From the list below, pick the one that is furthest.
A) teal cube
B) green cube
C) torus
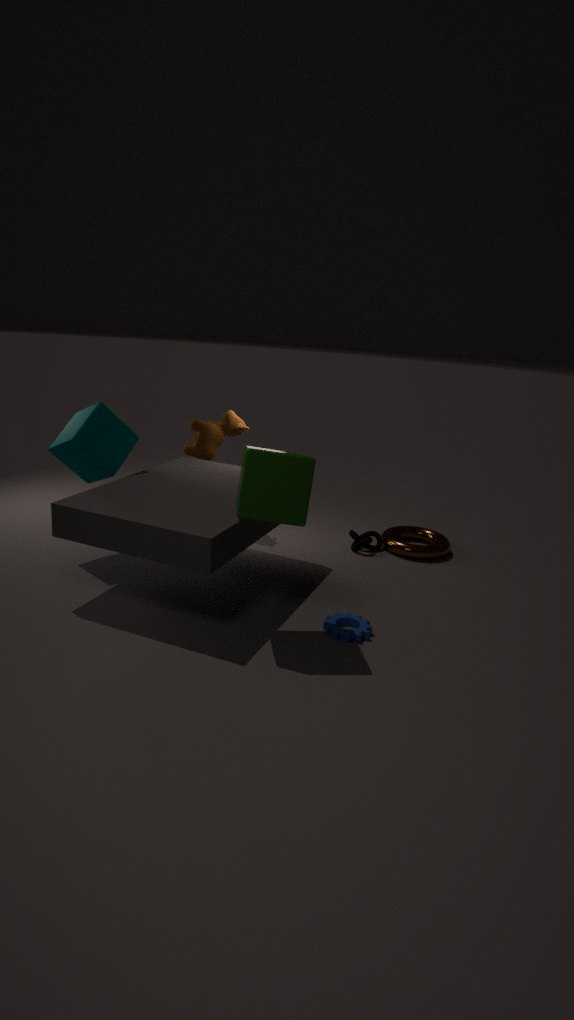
torus
